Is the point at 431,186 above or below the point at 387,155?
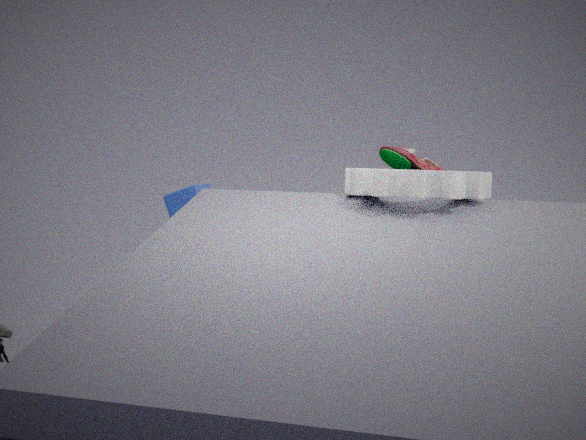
above
